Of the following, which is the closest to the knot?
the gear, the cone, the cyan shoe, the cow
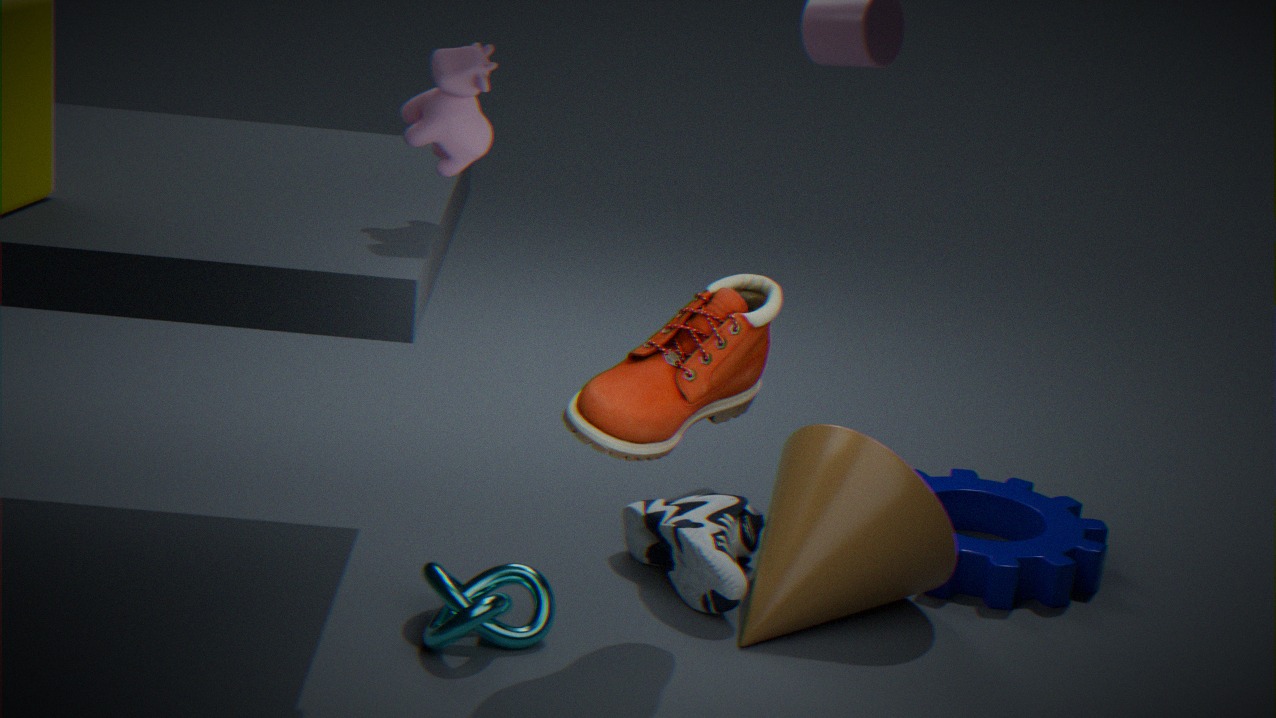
the cyan shoe
